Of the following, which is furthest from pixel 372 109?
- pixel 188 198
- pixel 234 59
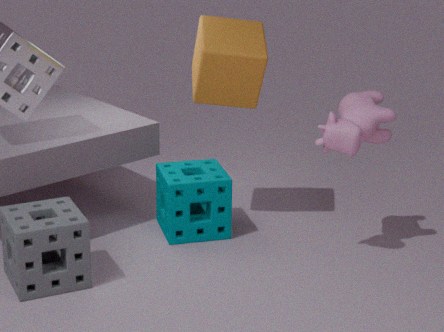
pixel 188 198
